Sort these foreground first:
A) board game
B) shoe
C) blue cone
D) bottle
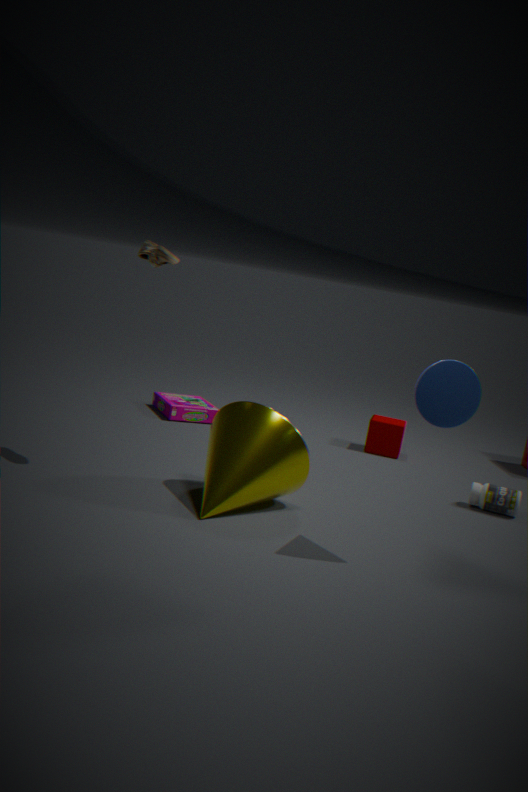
blue cone → shoe → bottle → board game
